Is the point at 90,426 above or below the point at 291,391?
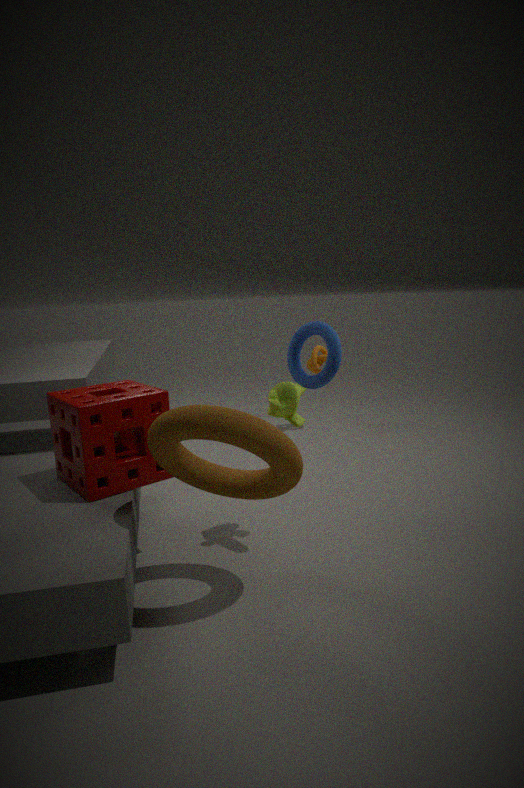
below
